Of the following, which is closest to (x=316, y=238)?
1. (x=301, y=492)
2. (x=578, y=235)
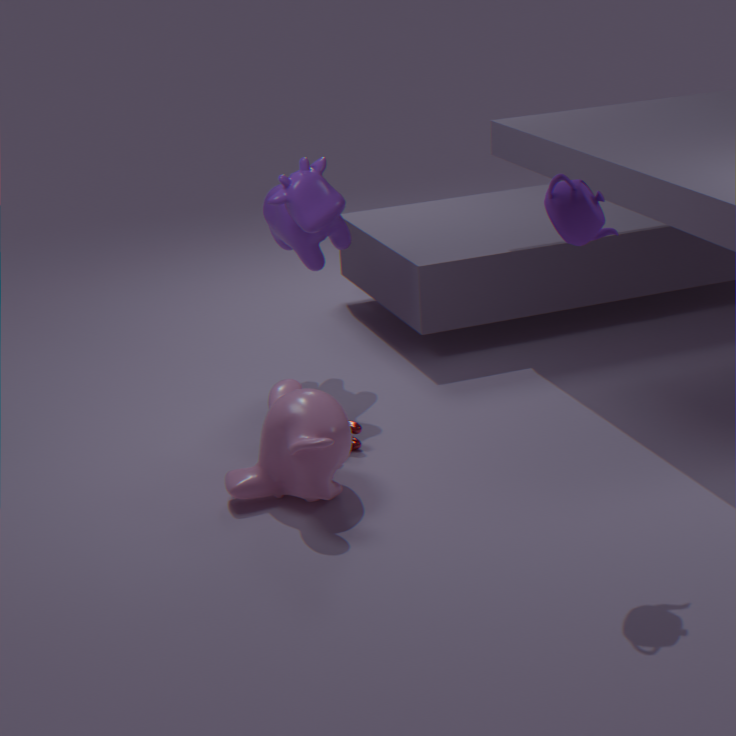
(x=301, y=492)
